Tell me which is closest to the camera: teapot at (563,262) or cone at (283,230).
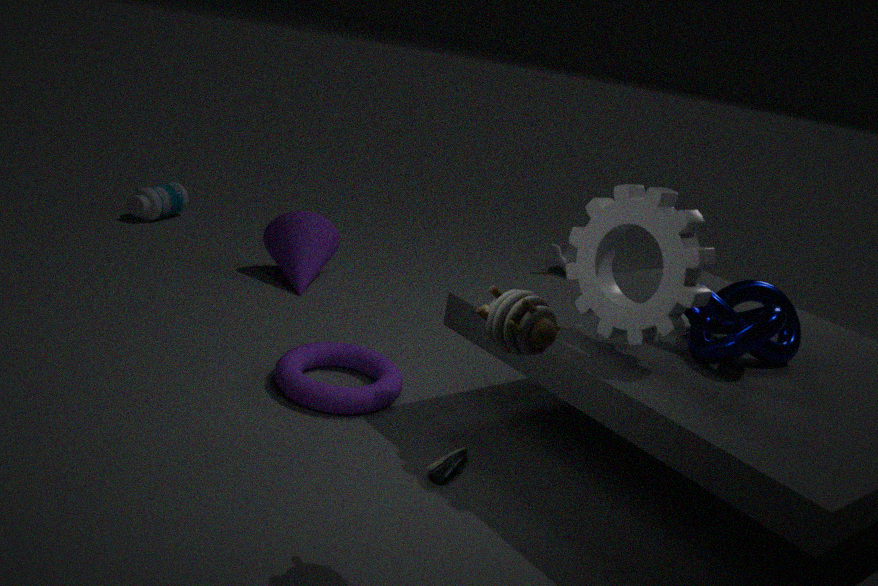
cone at (283,230)
